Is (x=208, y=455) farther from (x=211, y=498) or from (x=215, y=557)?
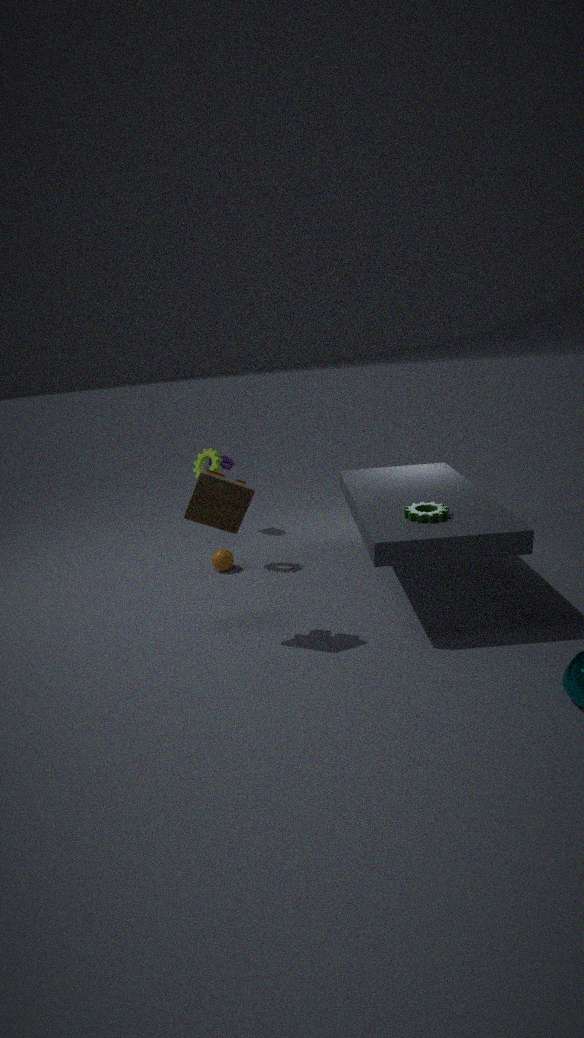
(x=211, y=498)
